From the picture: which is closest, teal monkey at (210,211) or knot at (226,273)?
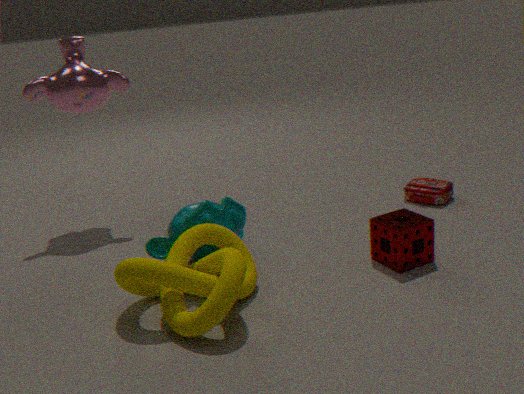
knot at (226,273)
